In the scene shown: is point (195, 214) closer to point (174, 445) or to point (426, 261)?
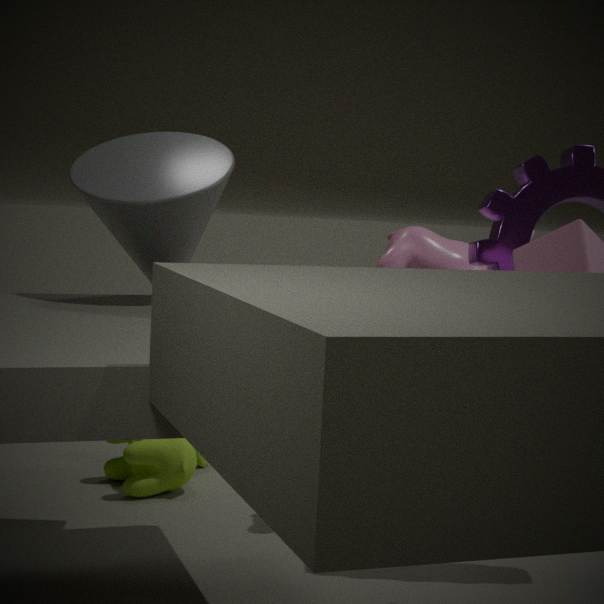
point (426, 261)
